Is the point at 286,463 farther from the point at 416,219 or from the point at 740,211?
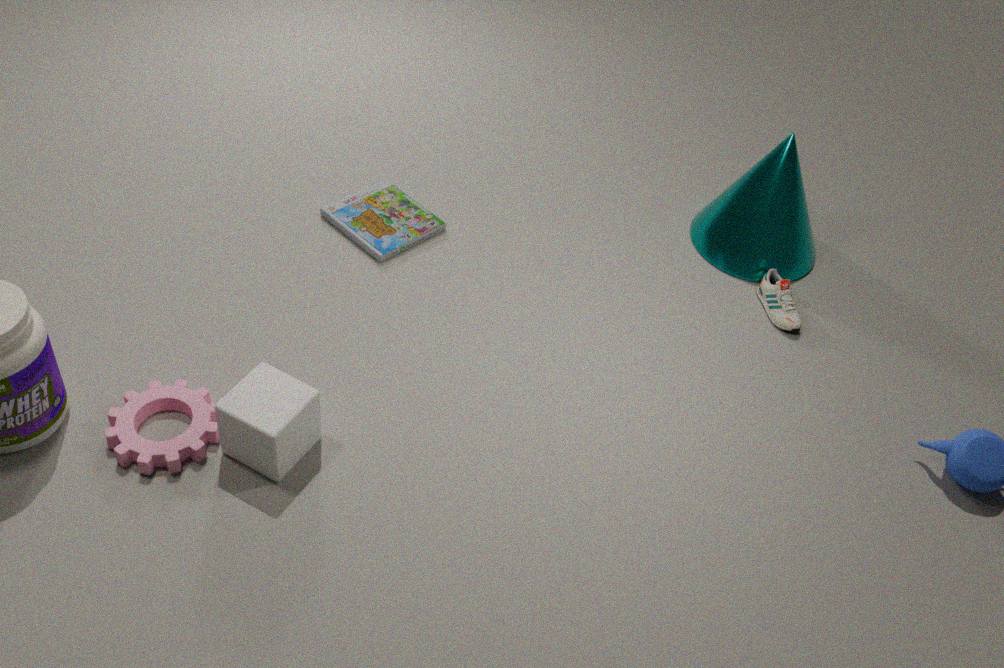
the point at 740,211
